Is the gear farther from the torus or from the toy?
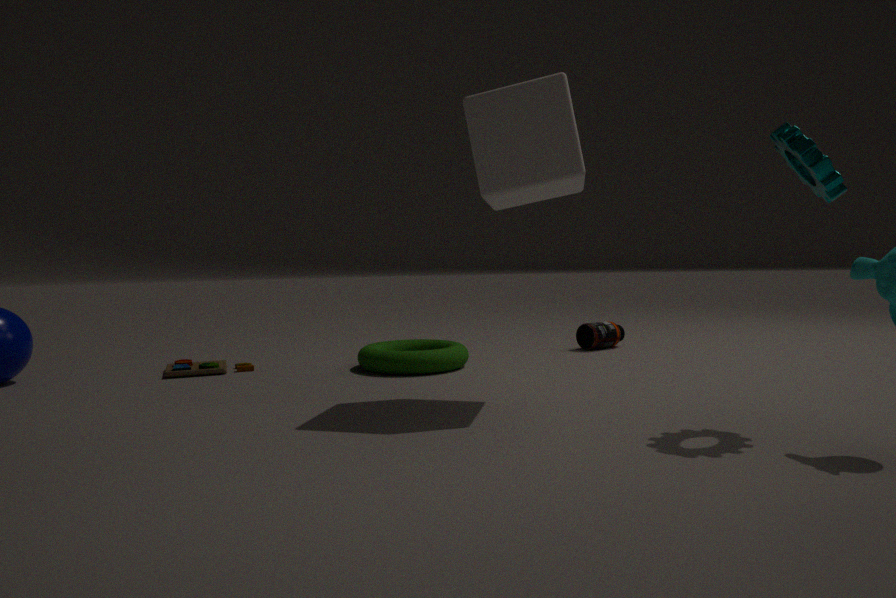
the toy
